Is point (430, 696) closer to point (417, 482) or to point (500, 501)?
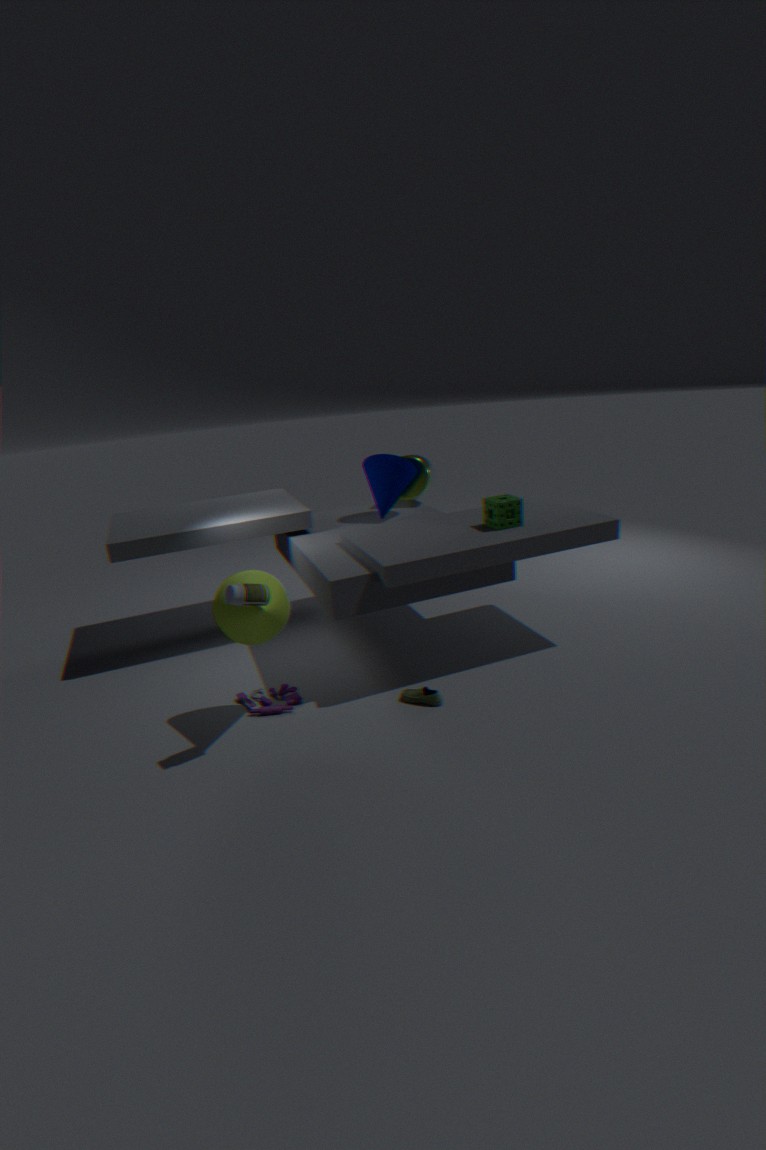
point (500, 501)
